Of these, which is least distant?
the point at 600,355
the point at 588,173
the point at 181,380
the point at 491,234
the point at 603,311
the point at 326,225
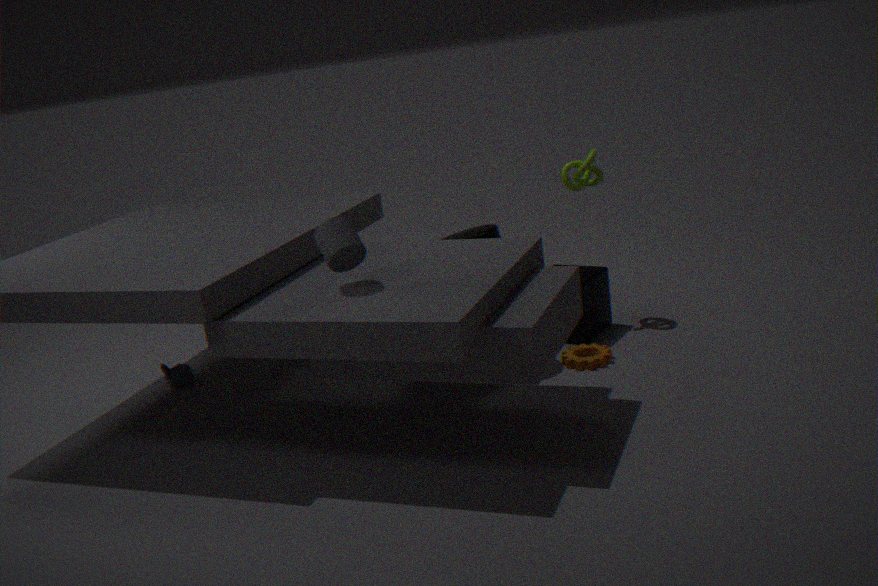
the point at 326,225
